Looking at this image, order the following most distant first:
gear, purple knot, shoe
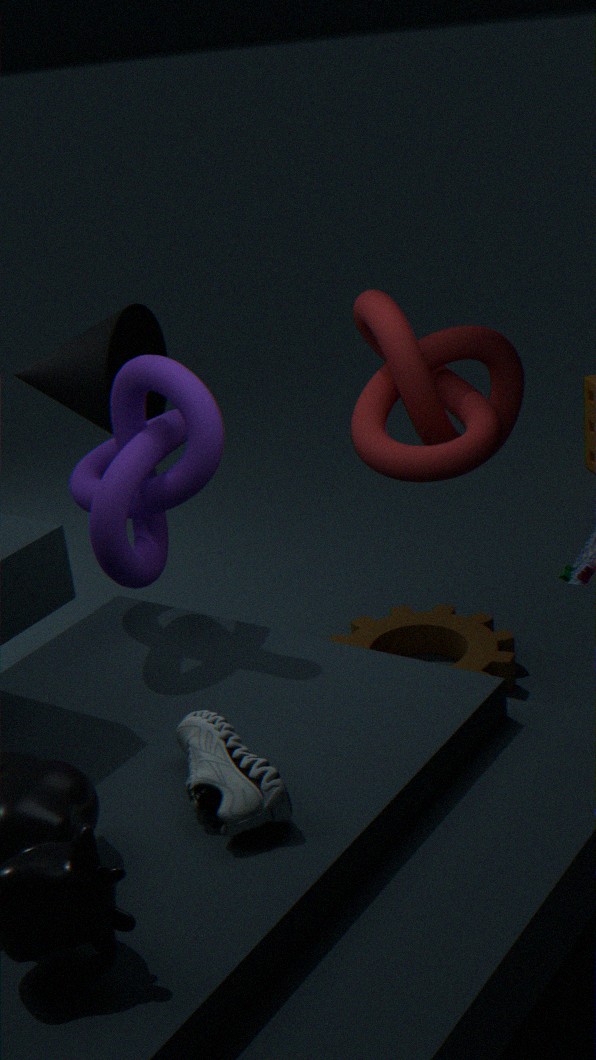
gear, purple knot, shoe
